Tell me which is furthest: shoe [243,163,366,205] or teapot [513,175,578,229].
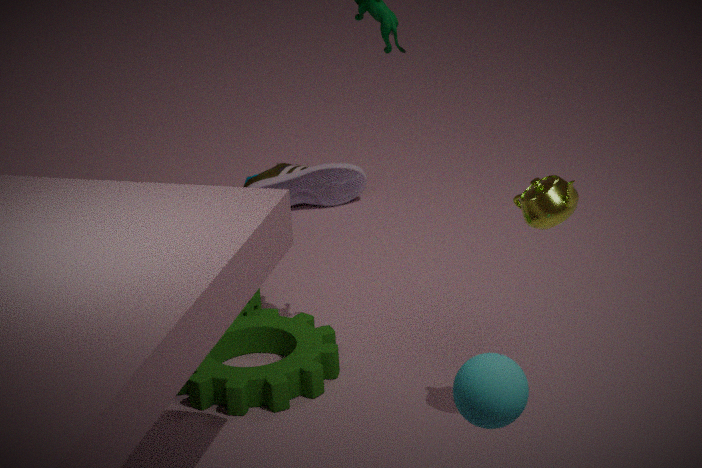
shoe [243,163,366,205]
